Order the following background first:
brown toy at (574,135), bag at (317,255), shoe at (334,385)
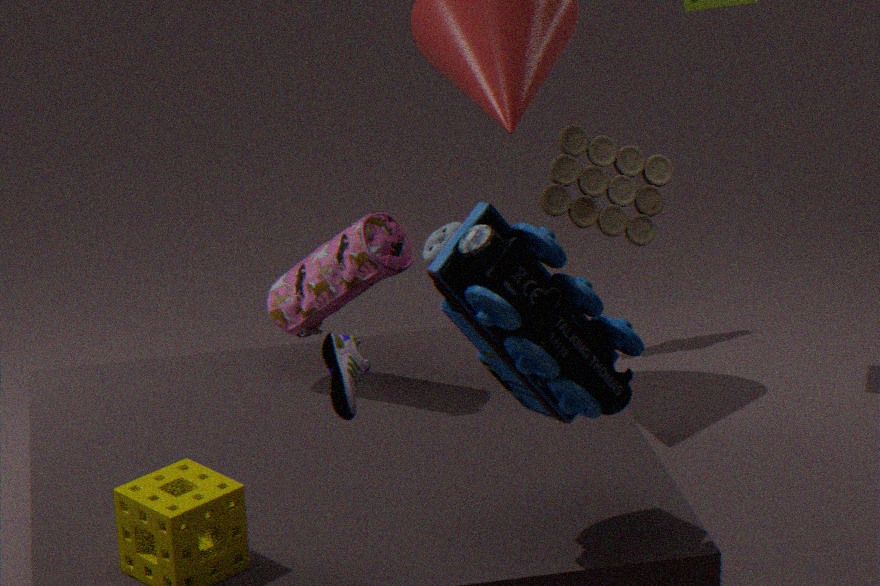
brown toy at (574,135)
bag at (317,255)
shoe at (334,385)
